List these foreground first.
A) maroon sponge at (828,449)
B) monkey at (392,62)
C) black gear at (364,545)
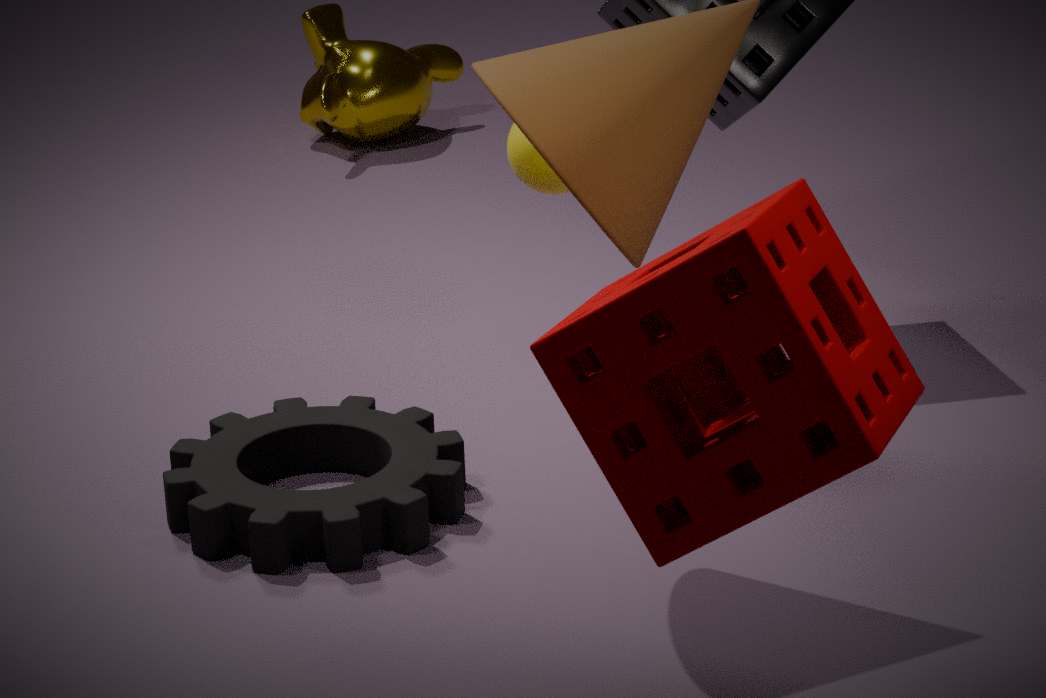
maroon sponge at (828,449) < black gear at (364,545) < monkey at (392,62)
